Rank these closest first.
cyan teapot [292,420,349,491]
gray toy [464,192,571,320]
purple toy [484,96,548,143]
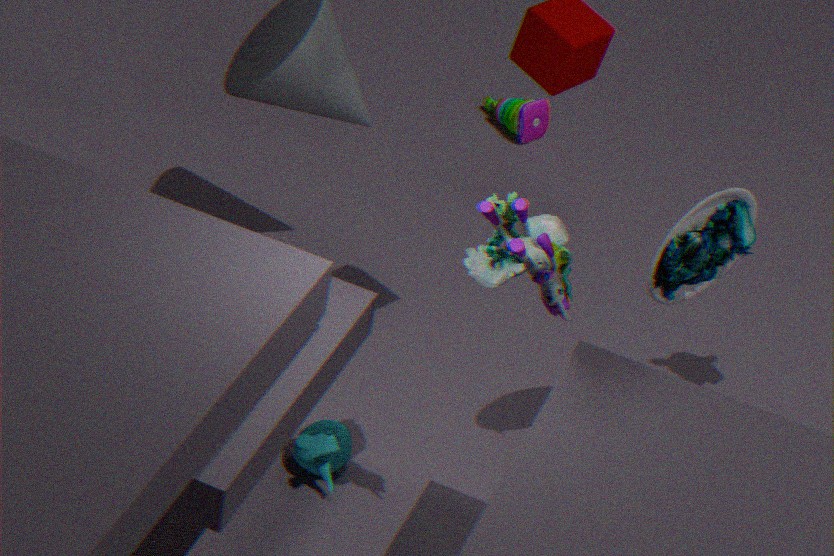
gray toy [464,192,571,320] < cyan teapot [292,420,349,491] < purple toy [484,96,548,143]
